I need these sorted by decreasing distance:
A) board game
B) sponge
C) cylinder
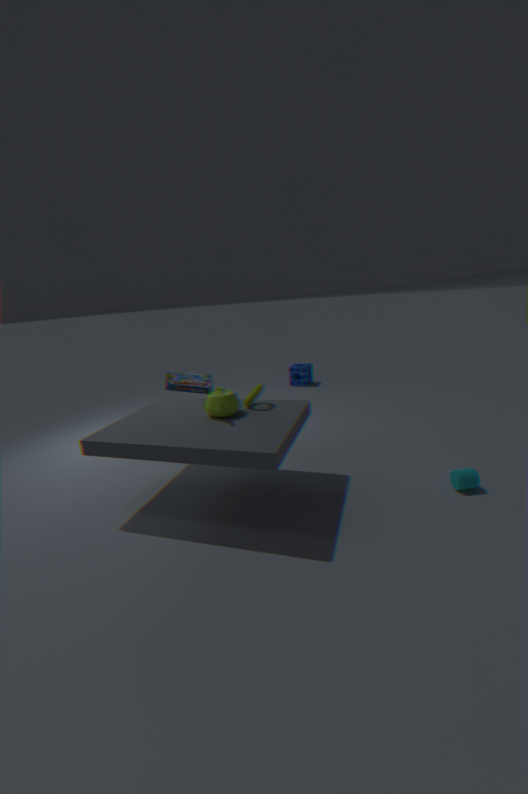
sponge → board game → cylinder
